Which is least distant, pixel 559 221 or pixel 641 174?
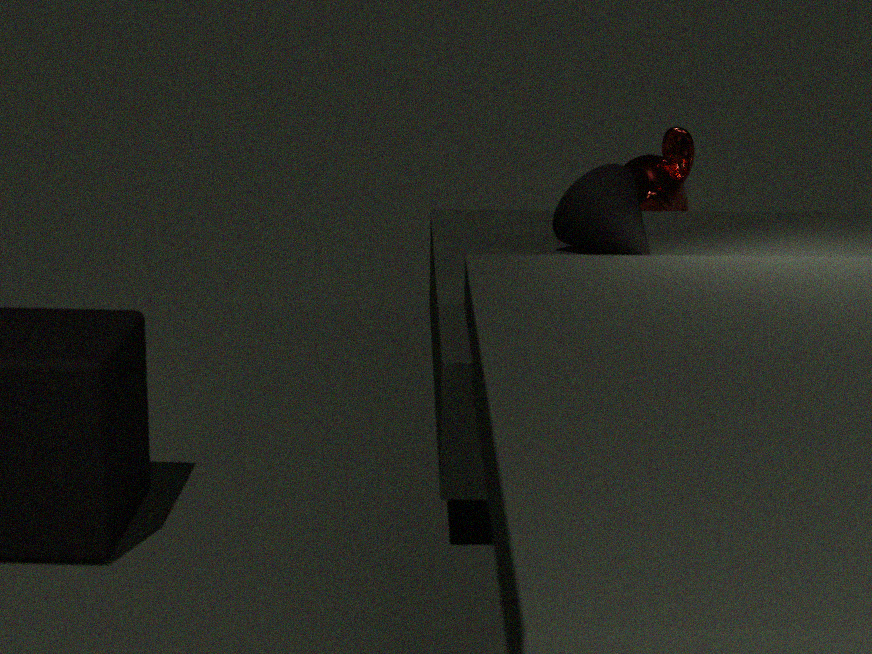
pixel 559 221
